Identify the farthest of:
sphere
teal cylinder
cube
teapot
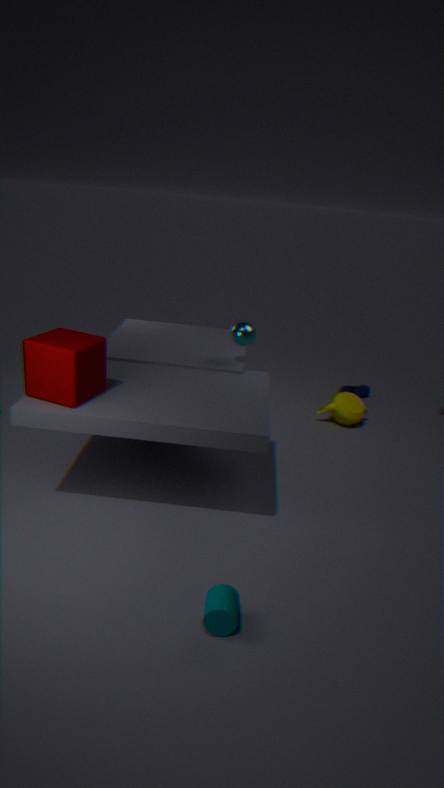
teapot
